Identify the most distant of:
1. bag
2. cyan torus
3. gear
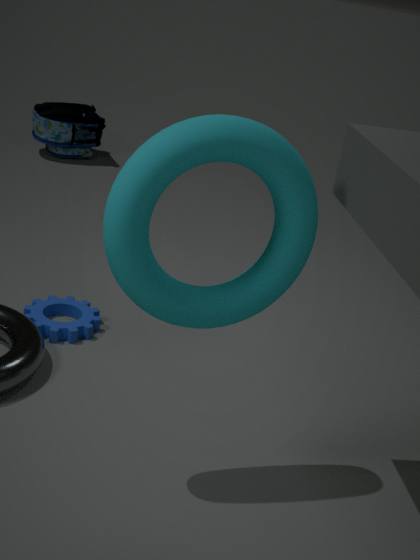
bag
